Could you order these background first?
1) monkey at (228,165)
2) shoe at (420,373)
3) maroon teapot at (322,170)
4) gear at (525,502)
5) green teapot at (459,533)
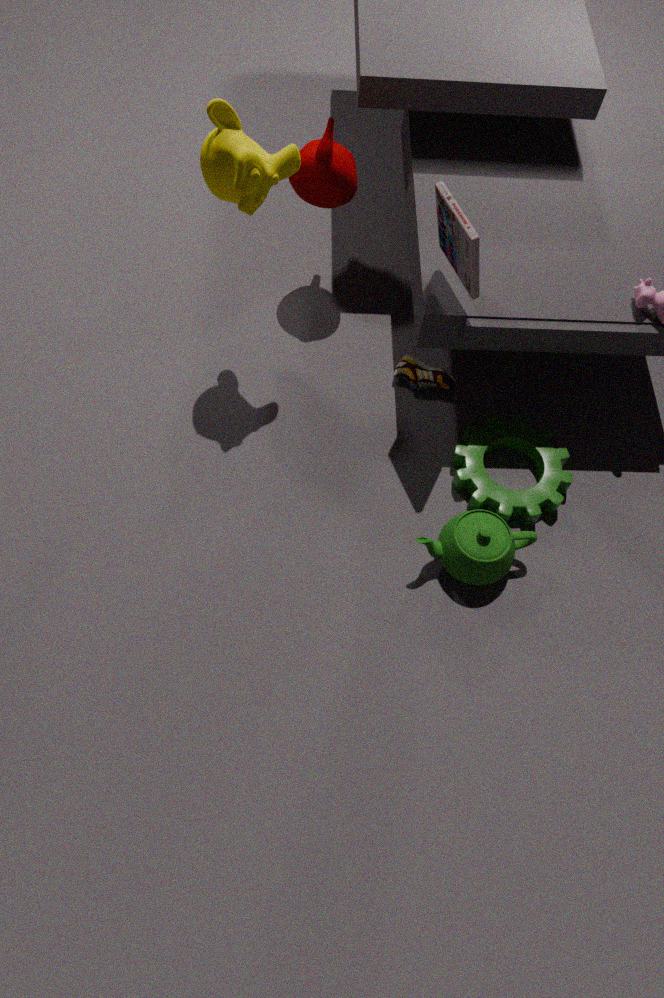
2. shoe at (420,373)
3. maroon teapot at (322,170)
4. gear at (525,502)
5. green teapot at (459,533)
1. monkey at (228,165)
